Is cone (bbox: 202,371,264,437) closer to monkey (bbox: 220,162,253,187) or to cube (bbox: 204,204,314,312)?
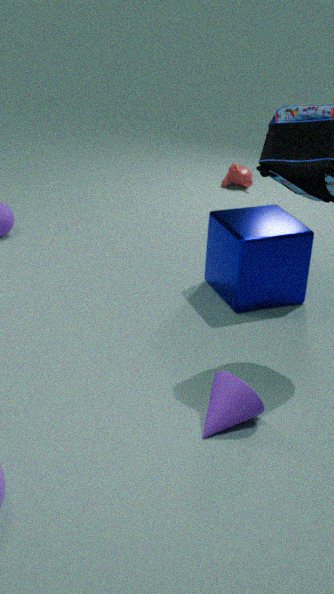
cube (bbox: 204,204,314,312)
